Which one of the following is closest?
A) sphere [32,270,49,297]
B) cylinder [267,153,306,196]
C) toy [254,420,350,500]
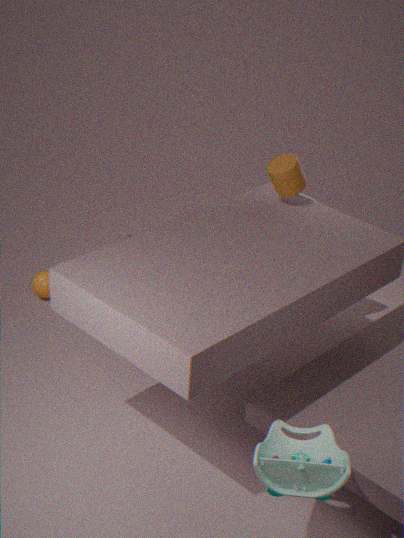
toy [254,420,350,500]
